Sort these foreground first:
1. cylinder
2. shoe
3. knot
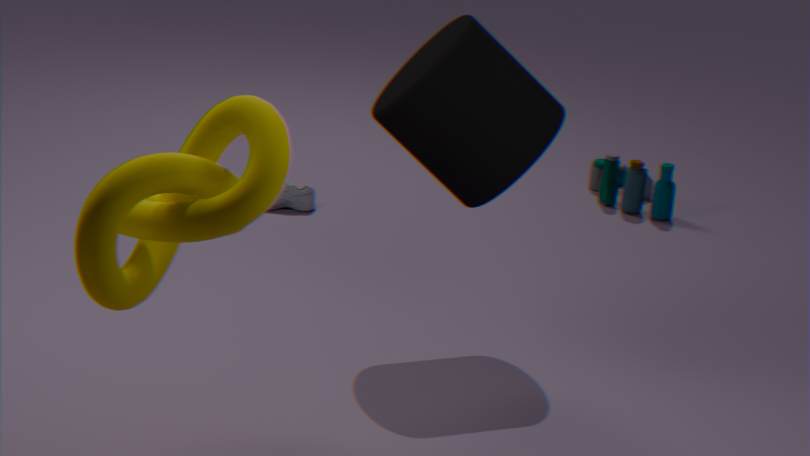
knot, cylinder, shoe
